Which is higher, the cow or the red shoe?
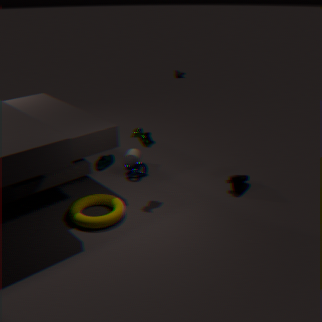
the cow
